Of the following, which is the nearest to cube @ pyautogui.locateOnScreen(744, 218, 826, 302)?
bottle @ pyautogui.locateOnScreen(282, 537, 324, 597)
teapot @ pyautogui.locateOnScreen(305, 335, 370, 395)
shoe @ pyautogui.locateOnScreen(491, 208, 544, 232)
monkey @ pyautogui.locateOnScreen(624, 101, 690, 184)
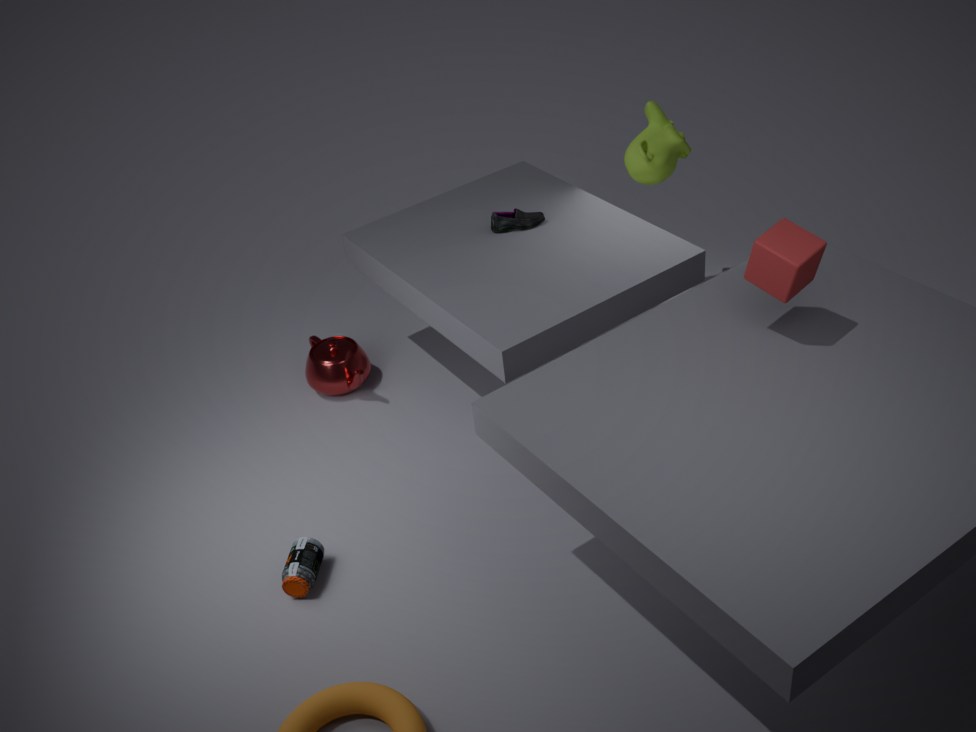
monkey @ pyautogui.locateOnScreen(624, 101, 690, 184)
